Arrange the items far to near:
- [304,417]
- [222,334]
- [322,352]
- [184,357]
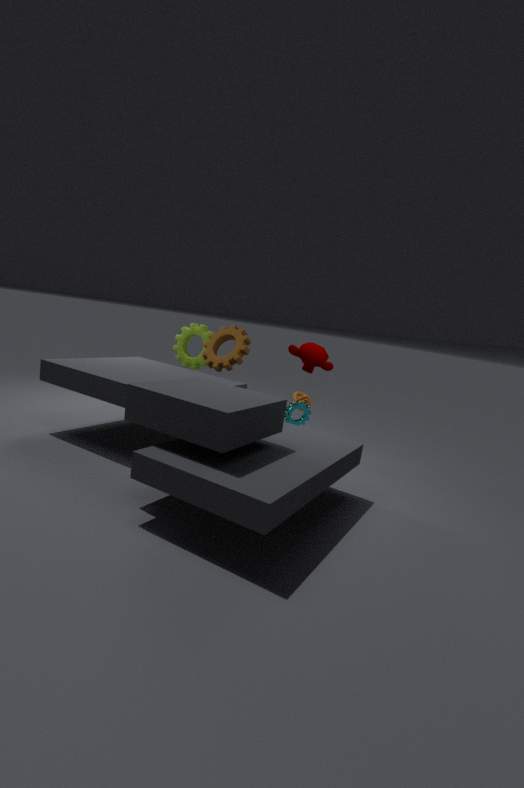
[184,357], [222,334], [322,352], [304,417]
